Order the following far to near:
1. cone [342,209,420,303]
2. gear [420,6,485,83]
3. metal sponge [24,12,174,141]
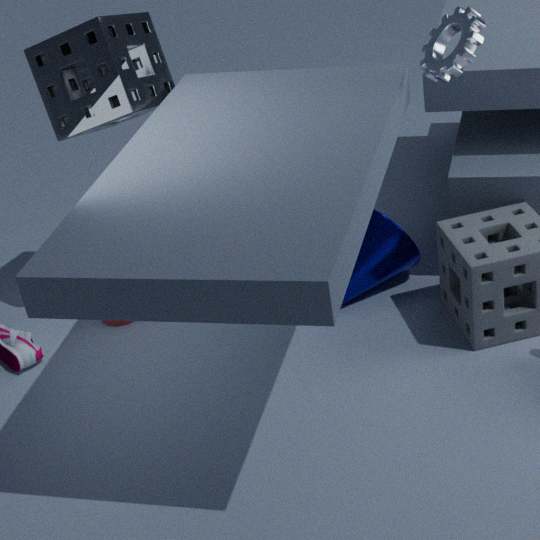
cone [342,209,420,303], metal sponge [24,12,174,141], gear [420,6,485,83]
